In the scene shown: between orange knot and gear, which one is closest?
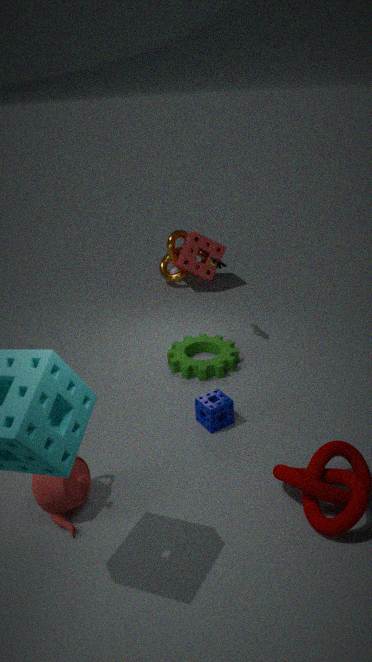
gear
